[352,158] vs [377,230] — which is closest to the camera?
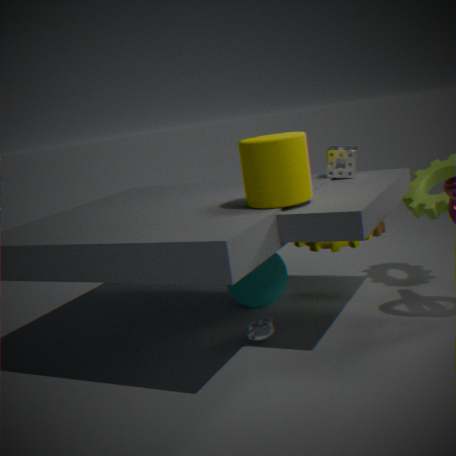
[352,158]
